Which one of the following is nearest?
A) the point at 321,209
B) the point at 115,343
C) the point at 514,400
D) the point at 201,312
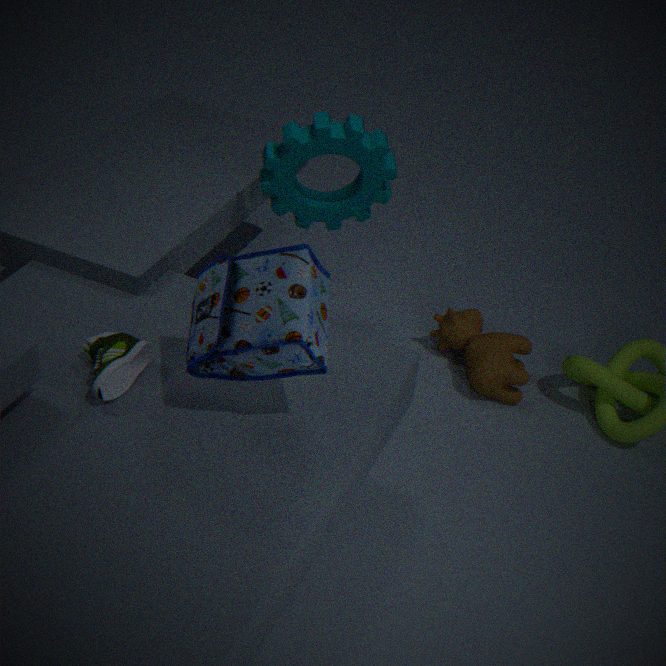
the point at 201,312
